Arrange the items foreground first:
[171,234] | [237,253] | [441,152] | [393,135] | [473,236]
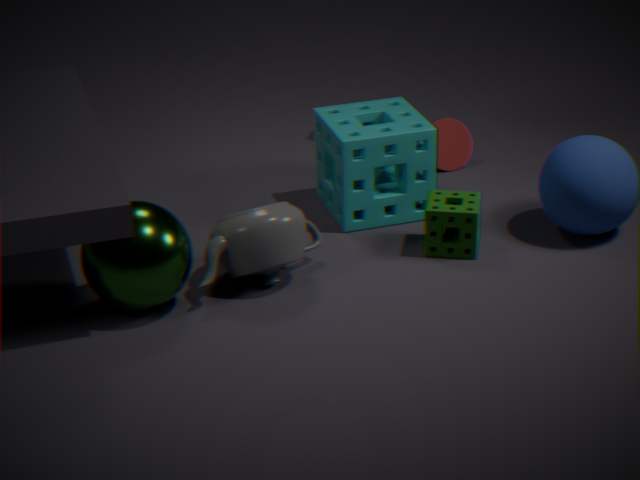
[171,234] → [237,253] → [473,236] → [393,135] → [441,152]
